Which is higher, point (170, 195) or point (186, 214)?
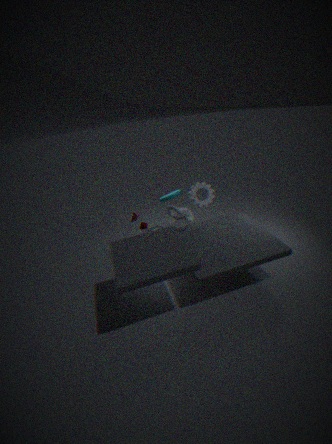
point (186, 214)
